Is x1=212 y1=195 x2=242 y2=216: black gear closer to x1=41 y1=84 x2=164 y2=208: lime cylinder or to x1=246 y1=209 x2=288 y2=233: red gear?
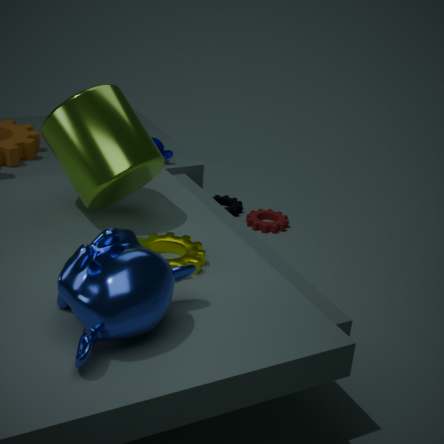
x1=246 y1=209 x2=288 y2=233: red gear
